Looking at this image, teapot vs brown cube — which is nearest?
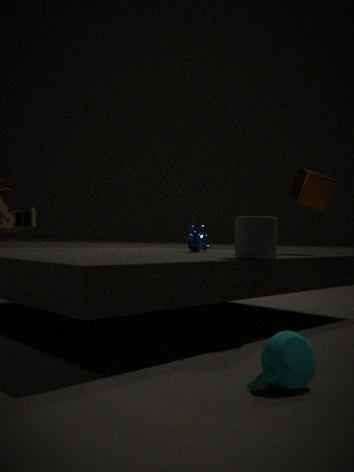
teapot
